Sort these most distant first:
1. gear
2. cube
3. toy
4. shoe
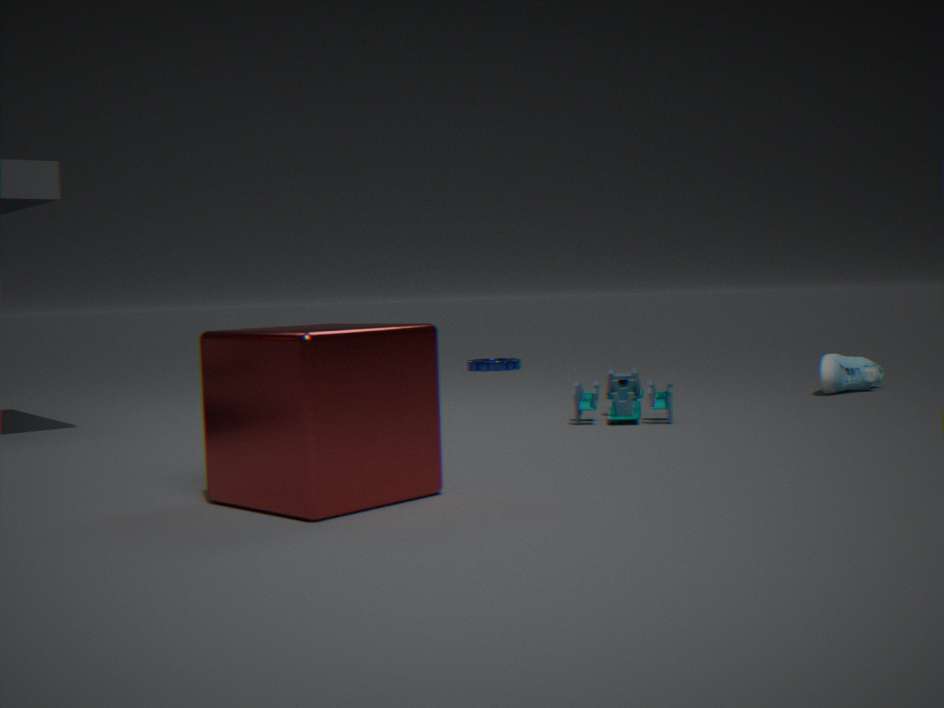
1. gear
2. shoe
3. toy
4. cube
